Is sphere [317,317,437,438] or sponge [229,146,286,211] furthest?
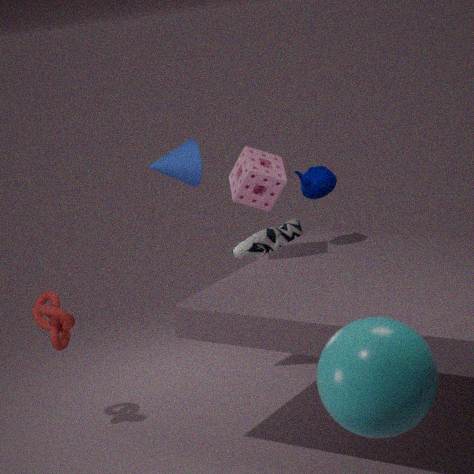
sponge [229,146,286,211]
